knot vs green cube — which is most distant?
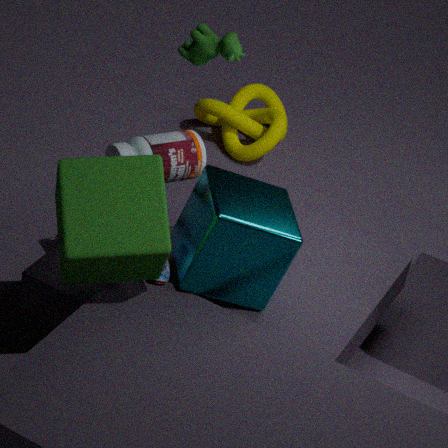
knot
